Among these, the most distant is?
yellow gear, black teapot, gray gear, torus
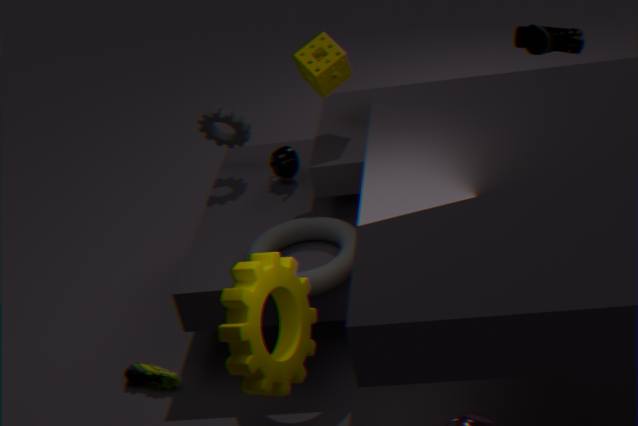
gray gear
